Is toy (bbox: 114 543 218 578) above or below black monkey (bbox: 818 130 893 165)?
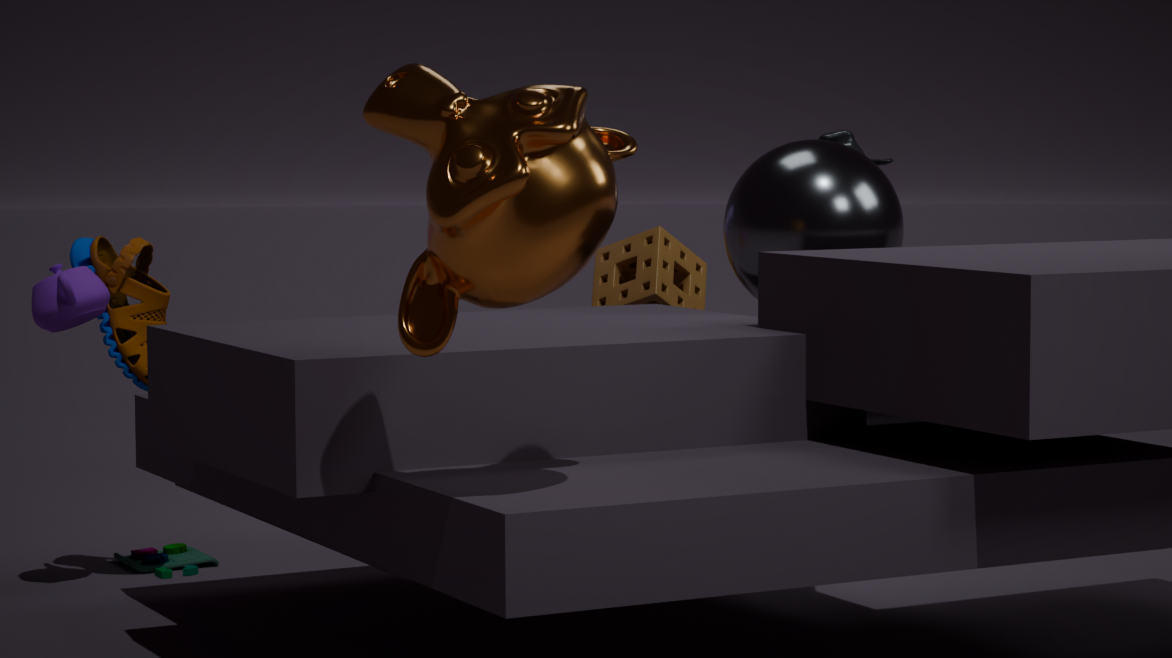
below
